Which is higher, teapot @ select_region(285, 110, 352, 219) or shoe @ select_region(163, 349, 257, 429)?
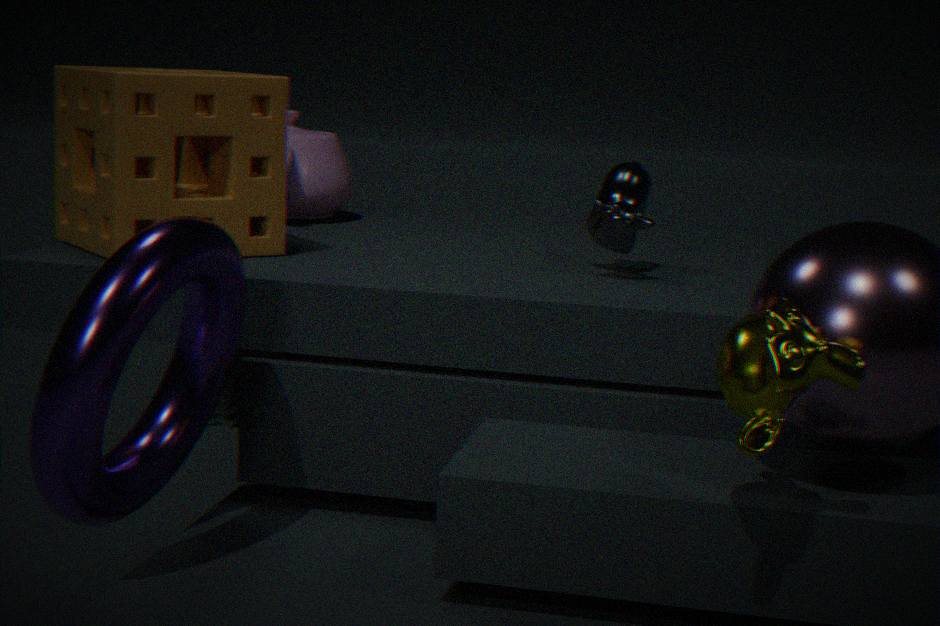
teapot @ select_region(285, 110, 352, 219)
